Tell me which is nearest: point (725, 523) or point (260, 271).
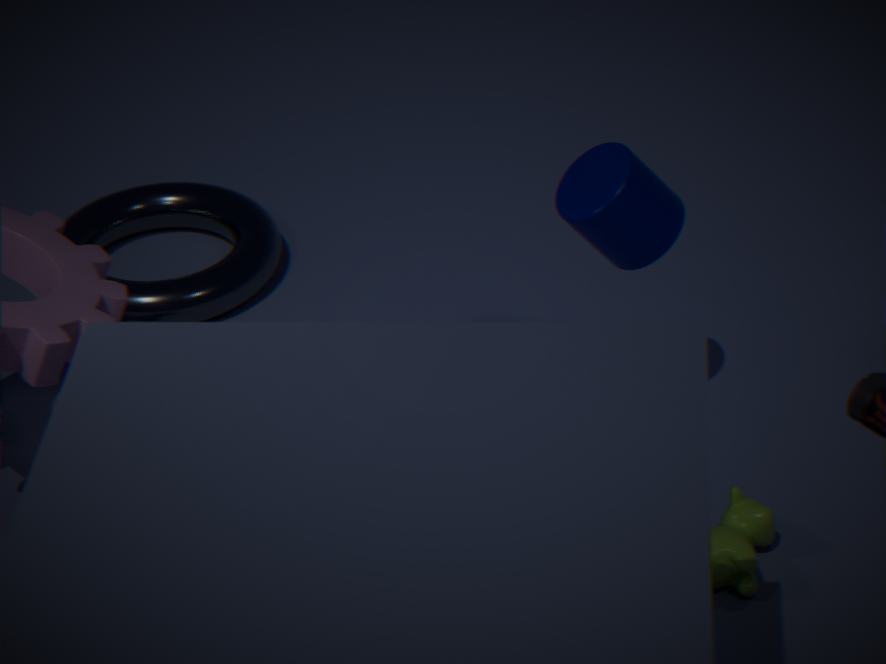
point (725, 523)
